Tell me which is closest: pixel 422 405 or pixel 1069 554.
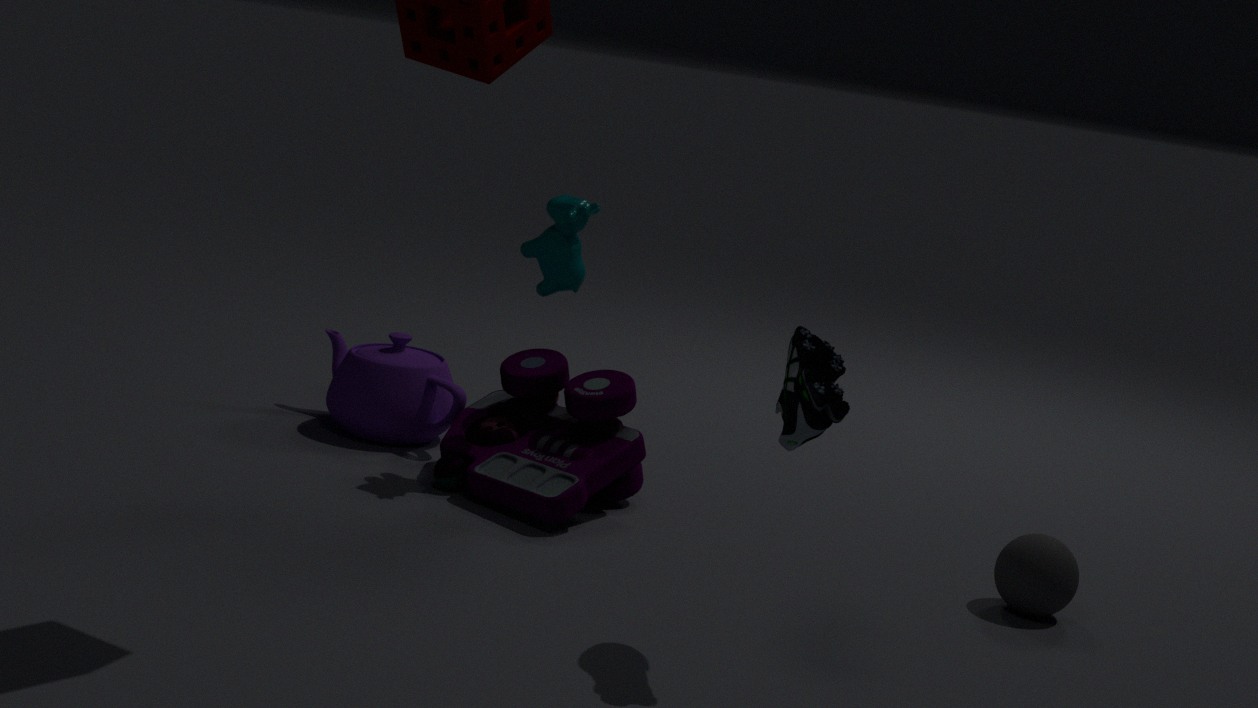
pixel 1069 554
